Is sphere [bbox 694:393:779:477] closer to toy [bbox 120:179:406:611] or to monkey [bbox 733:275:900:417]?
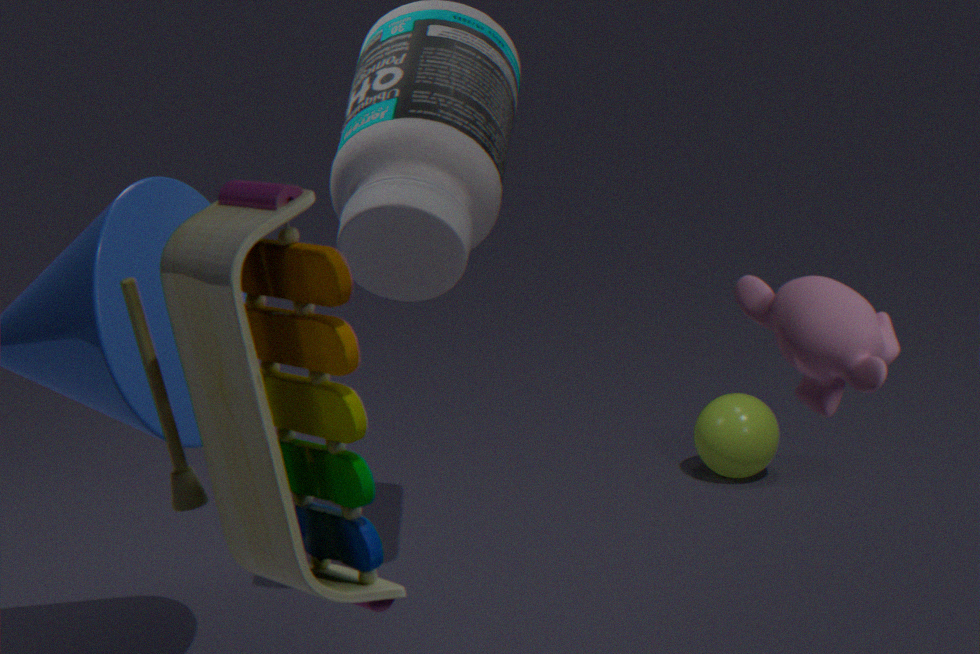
monkey [bbox 733:275:900:417]
